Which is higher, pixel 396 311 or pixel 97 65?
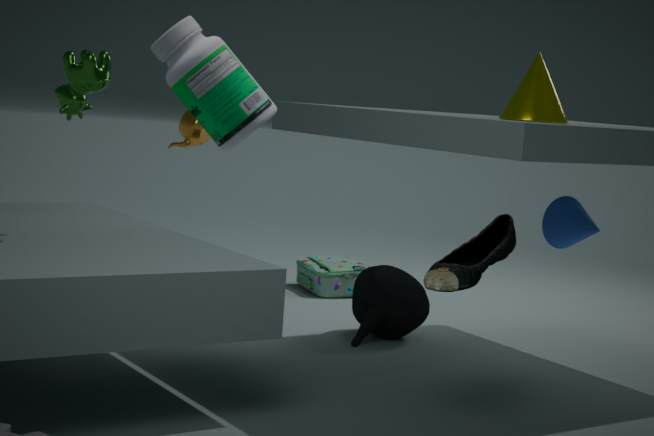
pixel 97 65
